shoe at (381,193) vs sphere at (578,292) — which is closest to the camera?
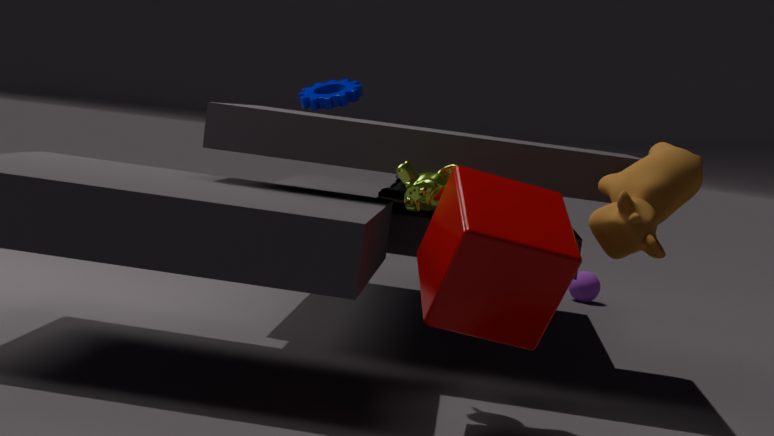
shoe at (381,193)
